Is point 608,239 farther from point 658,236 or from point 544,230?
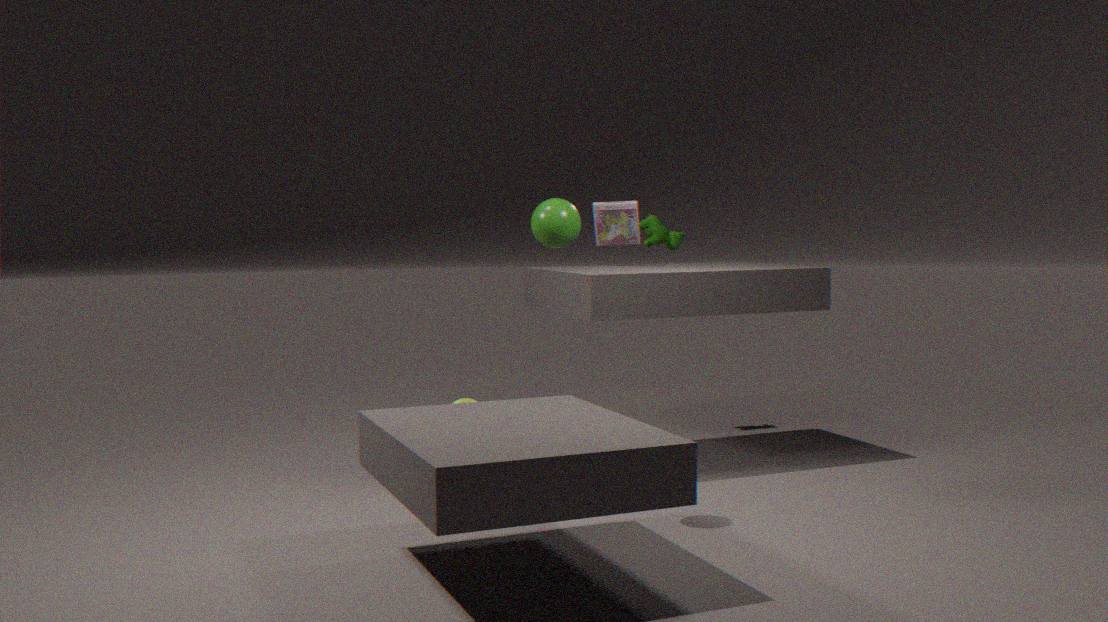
point 544,230
